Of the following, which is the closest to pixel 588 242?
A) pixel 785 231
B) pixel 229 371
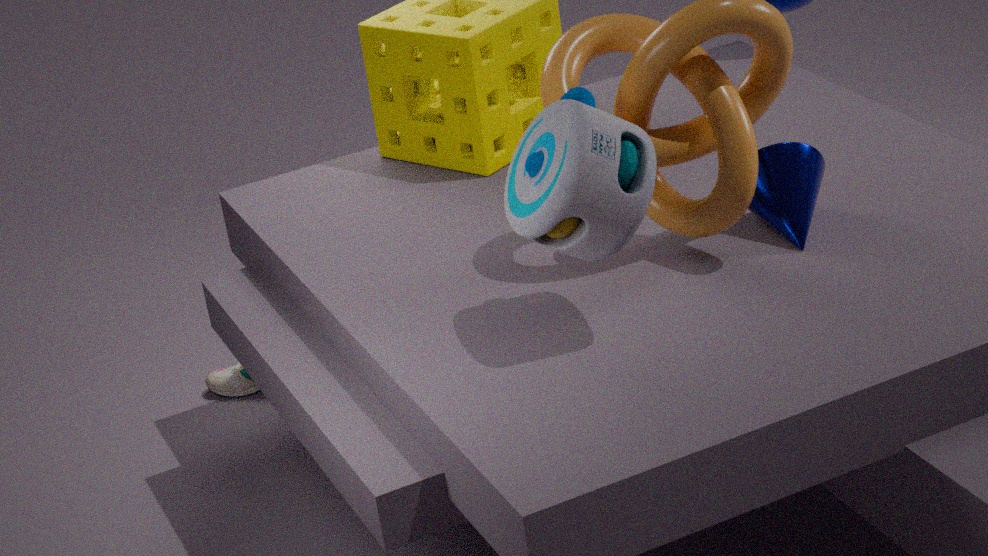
pixel 785 231
